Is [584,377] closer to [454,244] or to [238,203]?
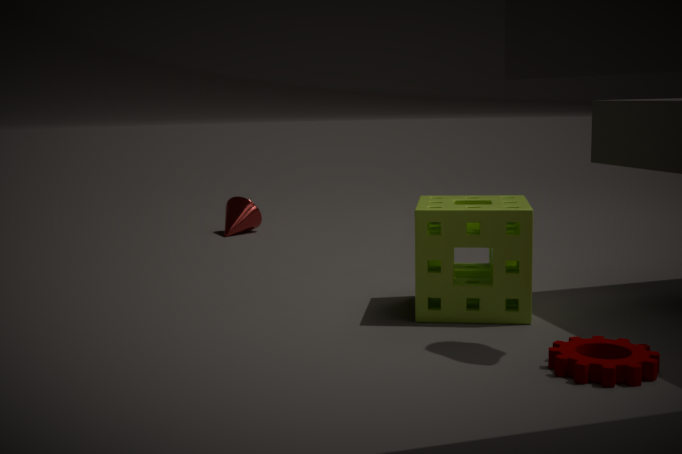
[454,244]
